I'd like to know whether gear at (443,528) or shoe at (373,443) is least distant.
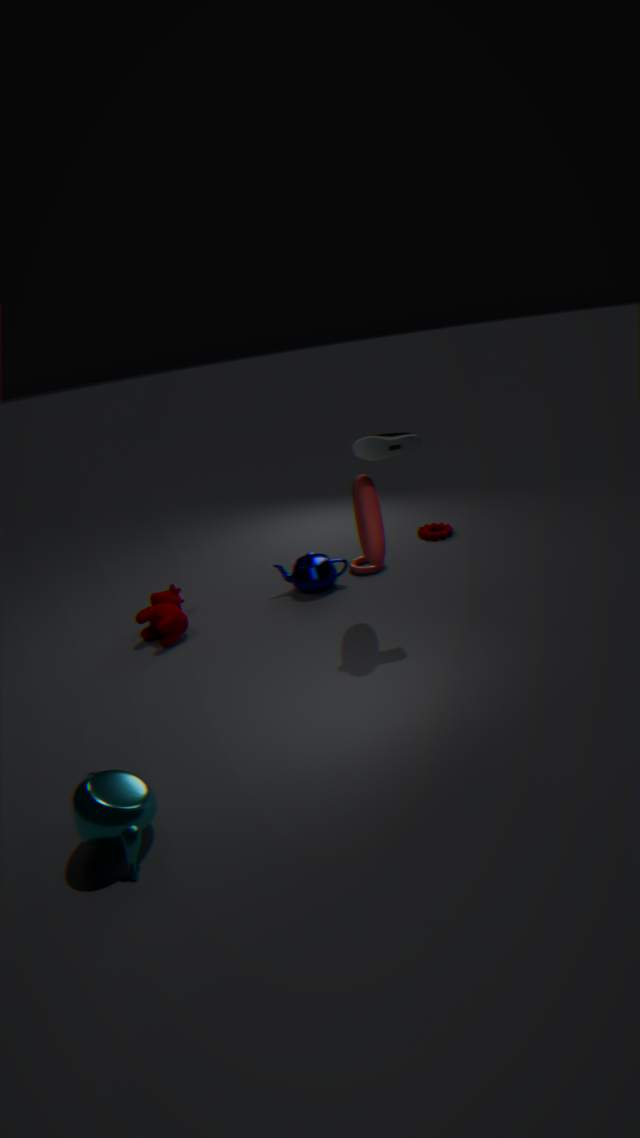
shoe at (373,443)
